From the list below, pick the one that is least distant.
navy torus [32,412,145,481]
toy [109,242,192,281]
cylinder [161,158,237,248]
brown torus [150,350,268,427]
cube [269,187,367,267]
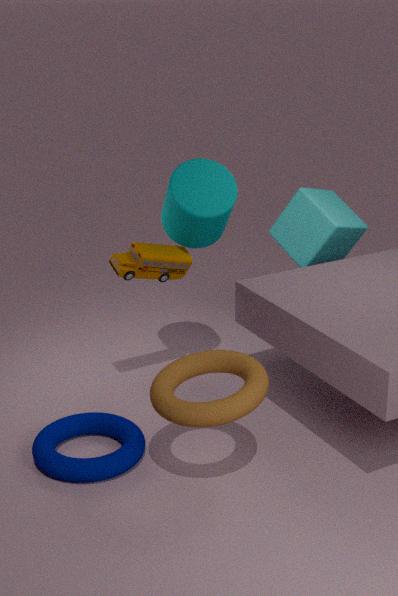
brown torus [150,350,268,427]
